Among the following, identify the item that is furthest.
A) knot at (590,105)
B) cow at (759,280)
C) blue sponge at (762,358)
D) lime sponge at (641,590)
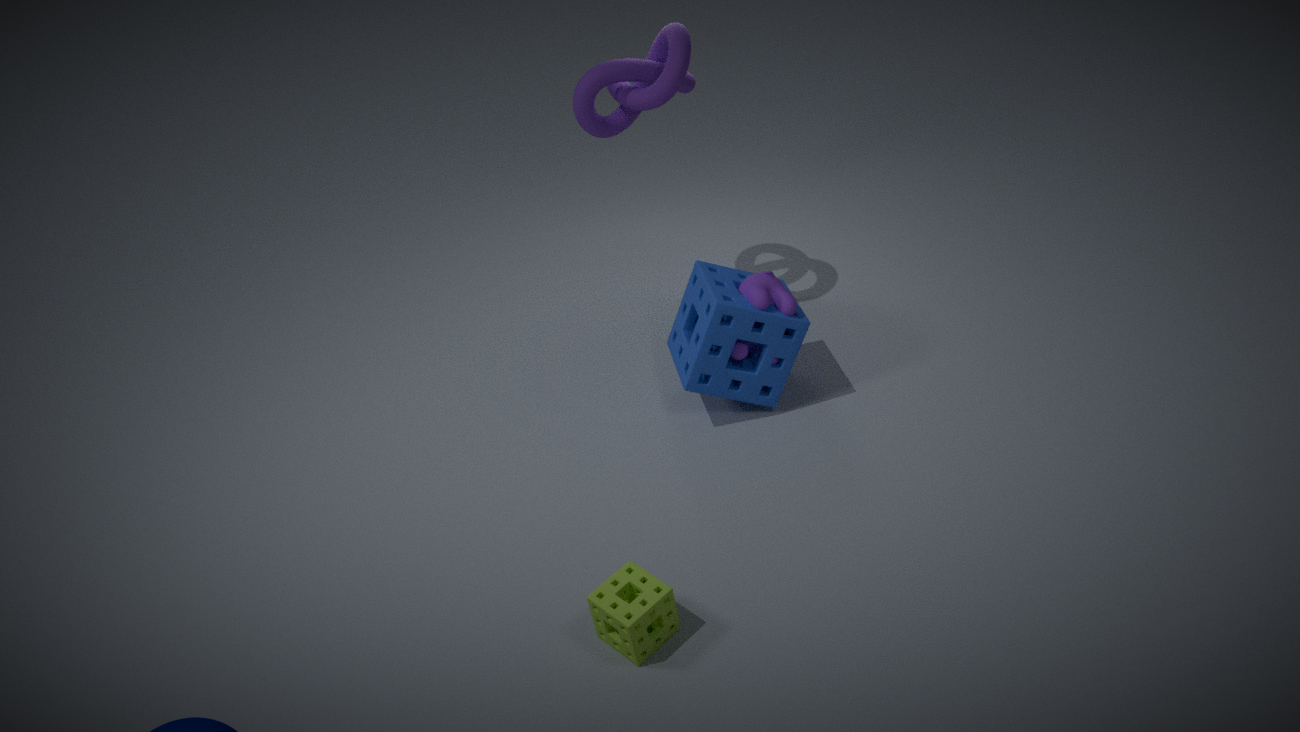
knot at (590,105)
